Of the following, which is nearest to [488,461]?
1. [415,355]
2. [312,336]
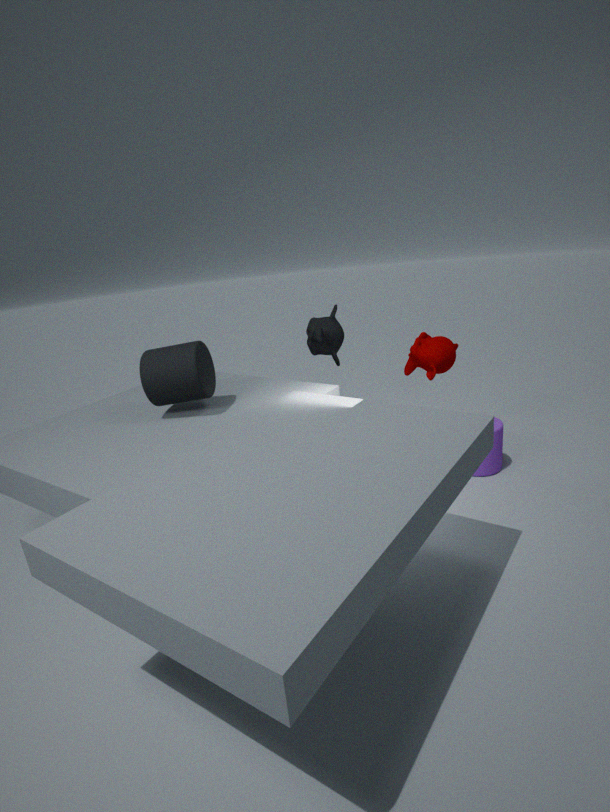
[415,355]
